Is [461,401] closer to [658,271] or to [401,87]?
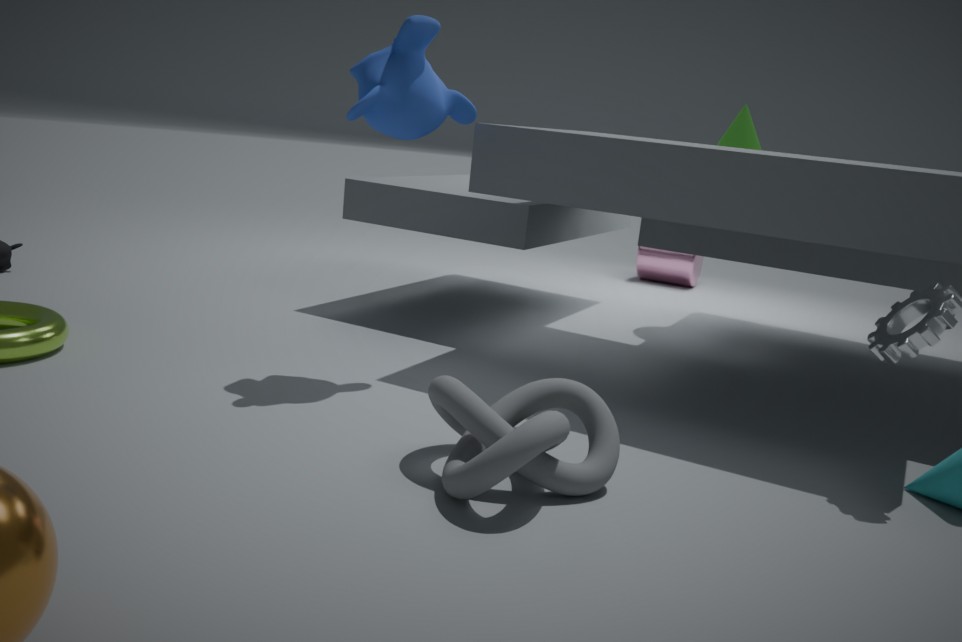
[401,87]
